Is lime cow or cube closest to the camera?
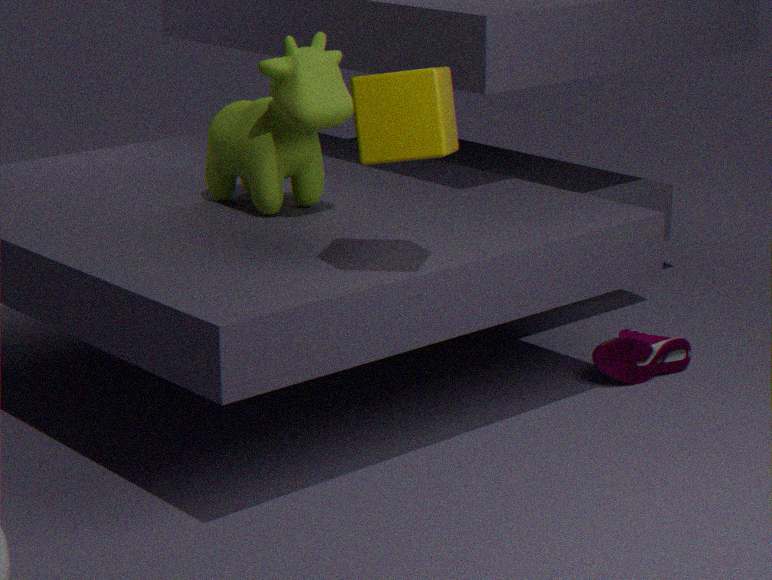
cube
